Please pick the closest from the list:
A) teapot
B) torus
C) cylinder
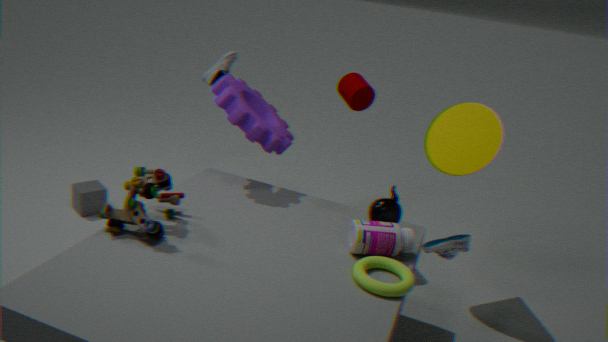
torus
